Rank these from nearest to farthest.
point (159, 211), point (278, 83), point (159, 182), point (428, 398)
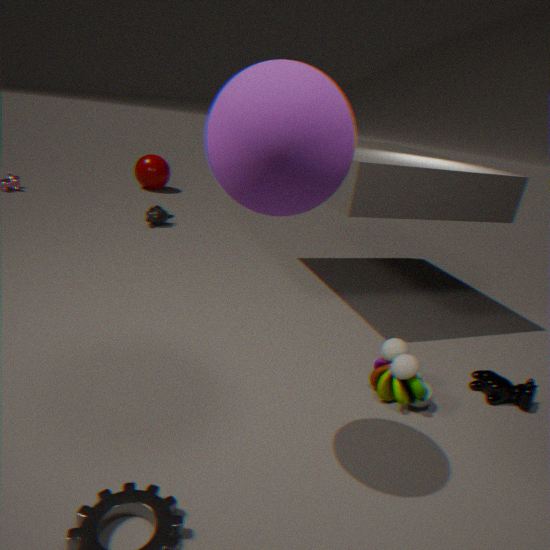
point (278, 83) < point (428, 398) < point (159, 211) < point (159, 182)
